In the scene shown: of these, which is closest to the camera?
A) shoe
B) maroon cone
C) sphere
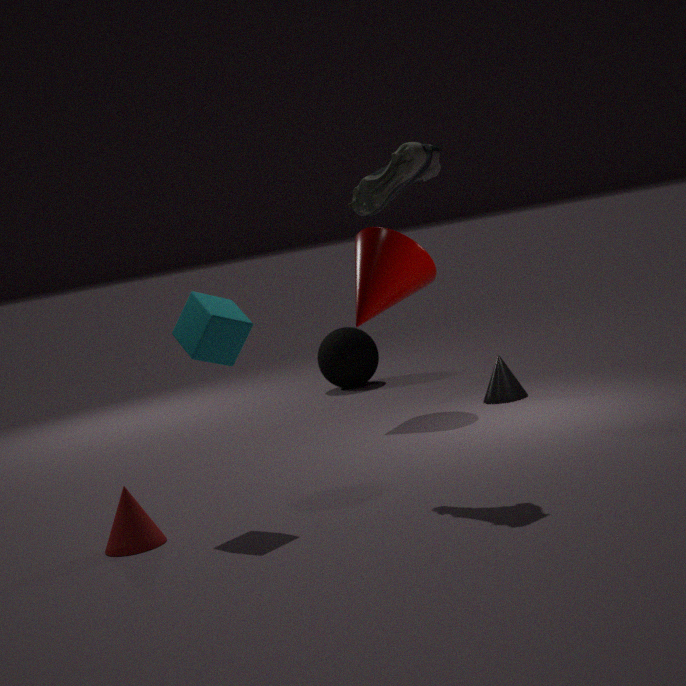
shoe
